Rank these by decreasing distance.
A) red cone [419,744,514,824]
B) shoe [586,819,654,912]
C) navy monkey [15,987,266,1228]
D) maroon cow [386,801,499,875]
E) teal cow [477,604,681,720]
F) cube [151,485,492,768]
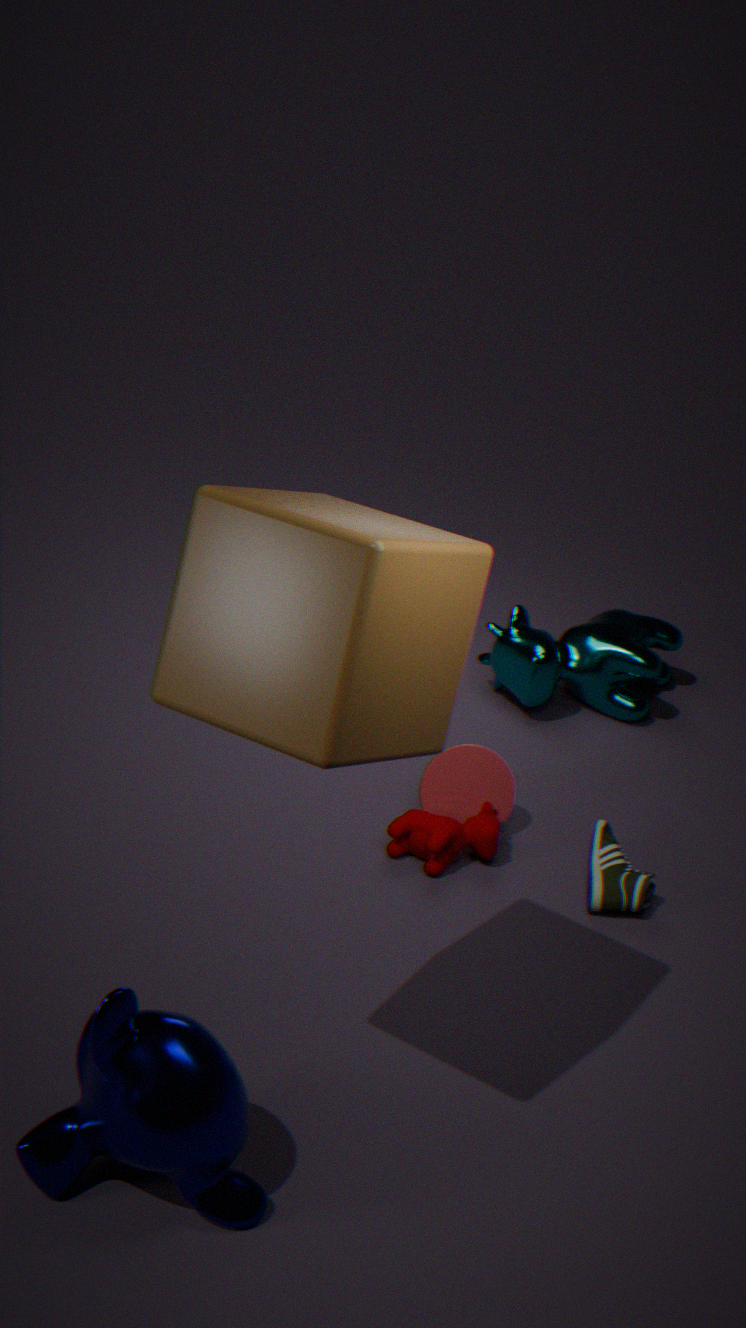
1. teal cow [477,604,681,720]
2. red cone [419,744,514,824]
3. maroon cow [386,801,499,875]
4. shoe [586,819,654,912]
5. navy monkey [15,987,266,1228]
6. cube [151,485,492,768]
